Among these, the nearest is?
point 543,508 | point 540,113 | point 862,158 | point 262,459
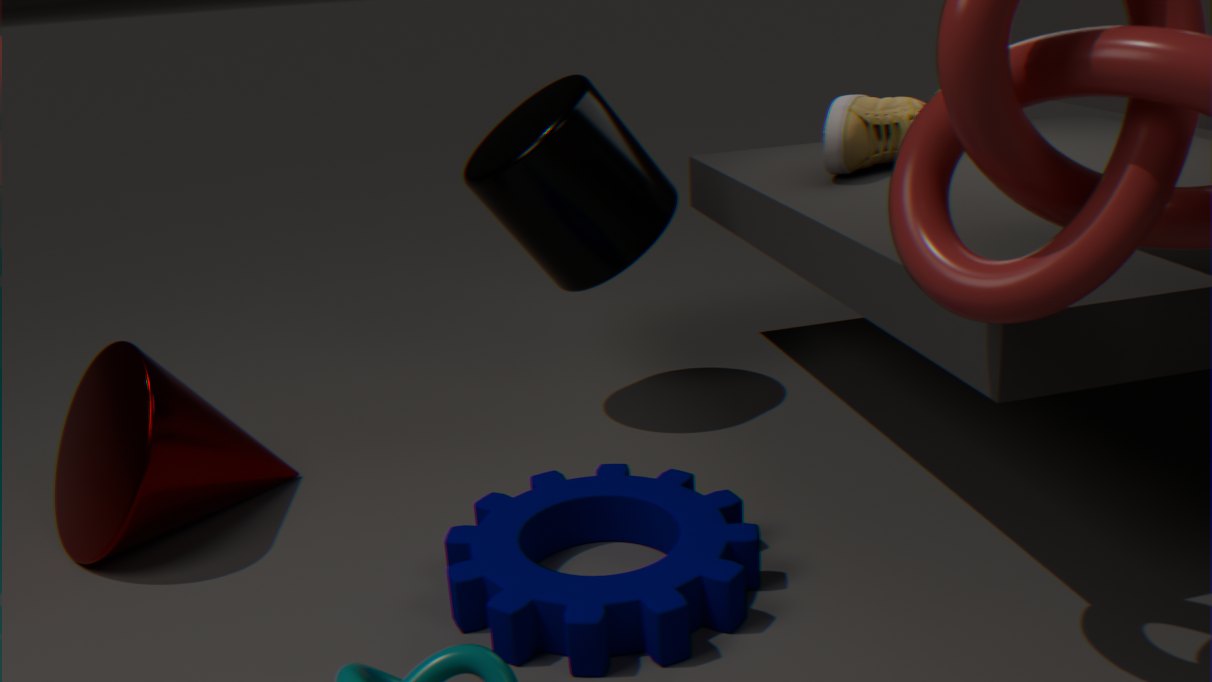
point 543,508
